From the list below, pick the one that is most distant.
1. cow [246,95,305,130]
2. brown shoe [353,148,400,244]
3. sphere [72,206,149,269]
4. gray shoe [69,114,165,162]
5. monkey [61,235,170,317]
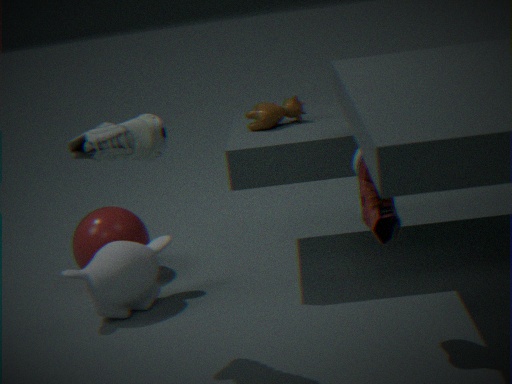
sphere [72,206,149,269]
